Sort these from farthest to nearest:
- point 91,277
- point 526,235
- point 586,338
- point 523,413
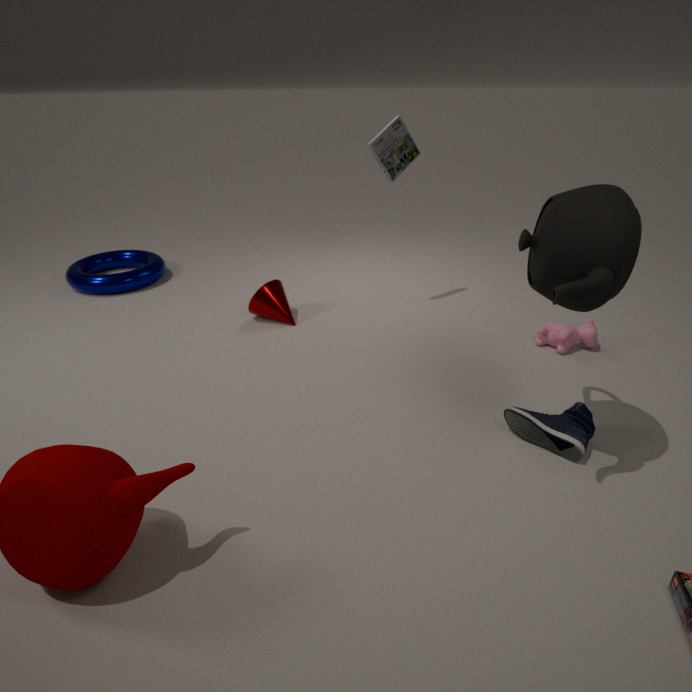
point 91,277 → point 586,338 → point 523,413 → point 526,235
